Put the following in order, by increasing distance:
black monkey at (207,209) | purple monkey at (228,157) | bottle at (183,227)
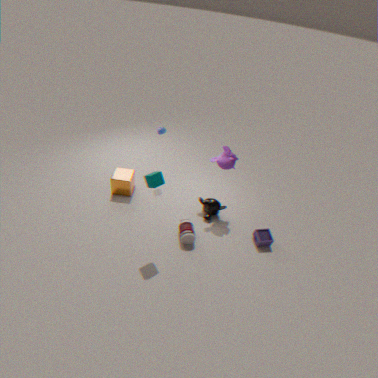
bottle at (183,227)
purple monkey at (228,157)
black monkey at (207,209)
